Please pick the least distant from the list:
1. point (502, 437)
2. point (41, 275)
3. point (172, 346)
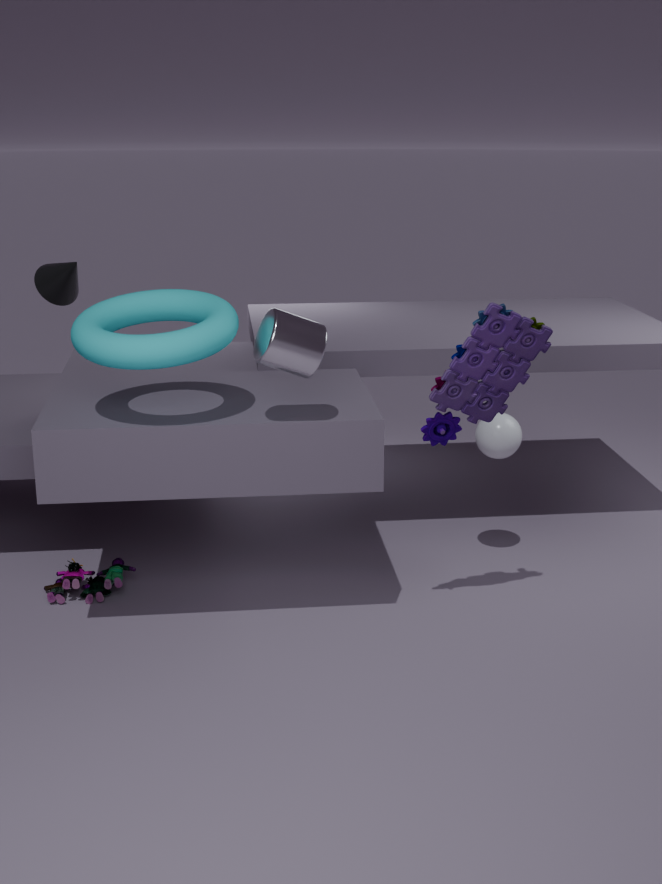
point (172, 346)
